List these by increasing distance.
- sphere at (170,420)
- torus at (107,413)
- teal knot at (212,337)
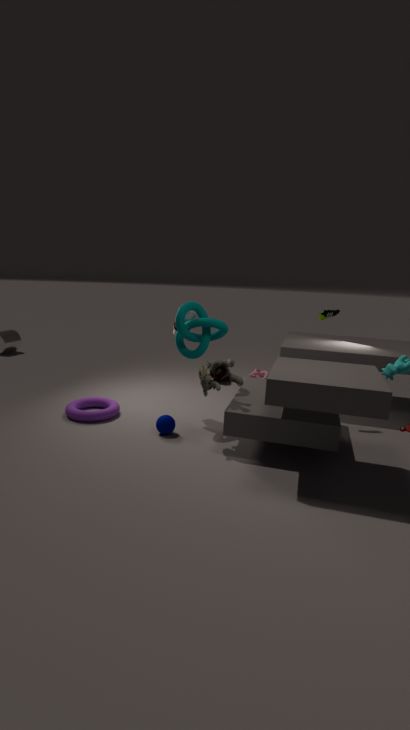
sphere at (170,420), teal knot at (212,337), torus at (107,413)
